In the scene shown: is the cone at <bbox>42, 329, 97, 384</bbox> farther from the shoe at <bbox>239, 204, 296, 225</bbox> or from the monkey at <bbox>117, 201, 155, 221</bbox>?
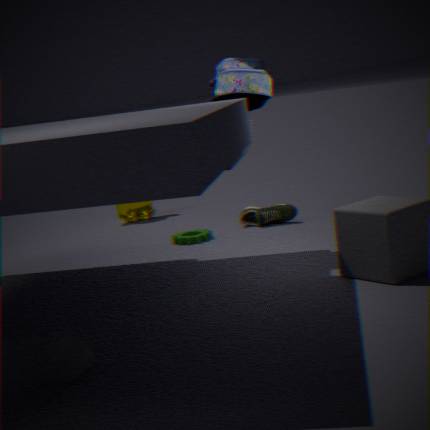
the monkey at <bbox>117, 201, 155, 221</bbox>
